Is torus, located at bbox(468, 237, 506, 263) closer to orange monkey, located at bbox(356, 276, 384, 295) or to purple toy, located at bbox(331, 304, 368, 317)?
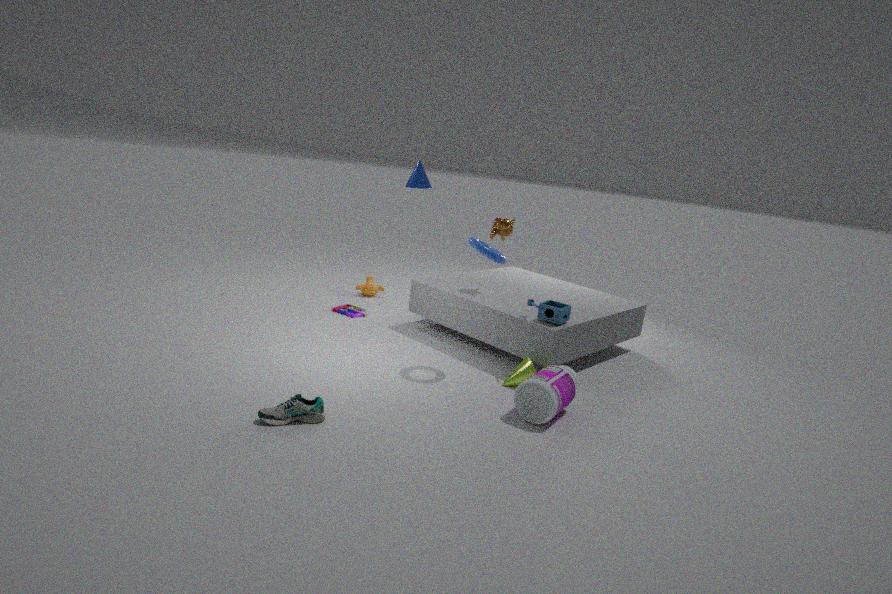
purple toy, located at bbox(331, 304, 368, 317)
